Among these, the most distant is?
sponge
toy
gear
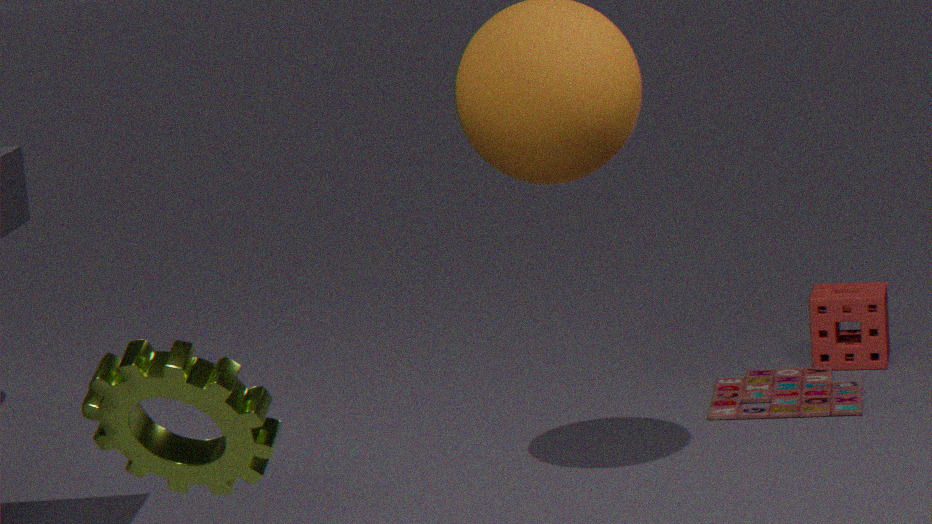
sponge
